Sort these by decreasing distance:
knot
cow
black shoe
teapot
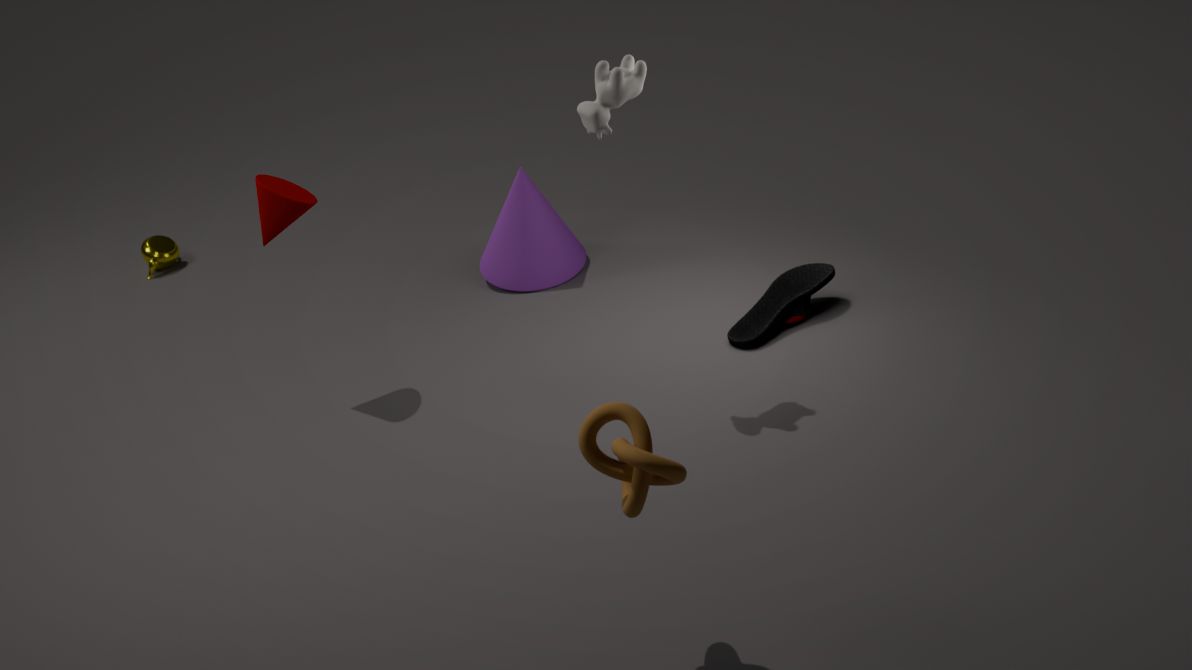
teapot
black shoe
cow
knot
